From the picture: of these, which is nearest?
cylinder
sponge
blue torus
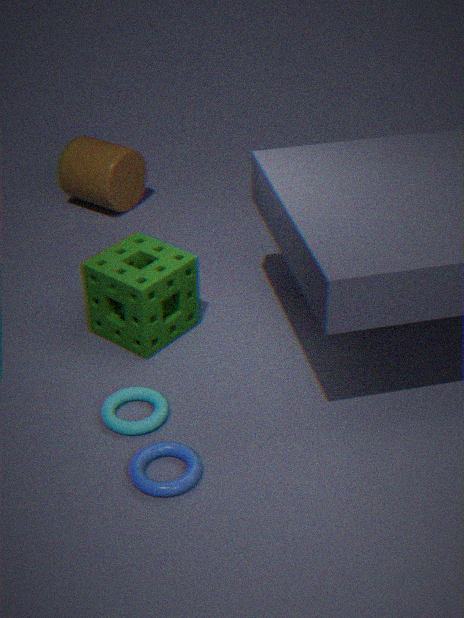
blue torus
